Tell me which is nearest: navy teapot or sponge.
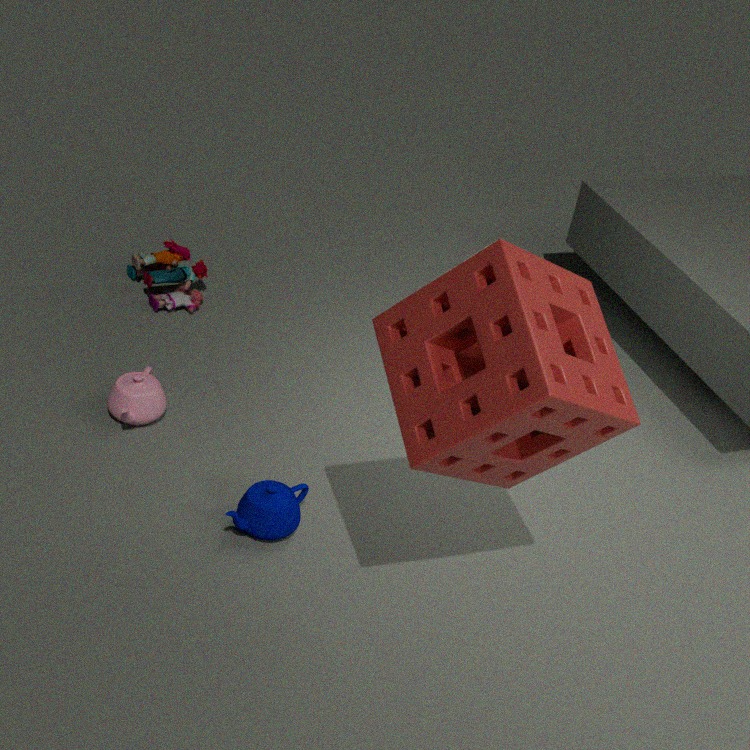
sponge
